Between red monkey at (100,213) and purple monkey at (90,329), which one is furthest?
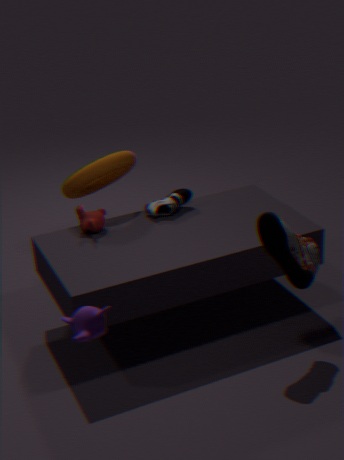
red monkey at (100,213)
